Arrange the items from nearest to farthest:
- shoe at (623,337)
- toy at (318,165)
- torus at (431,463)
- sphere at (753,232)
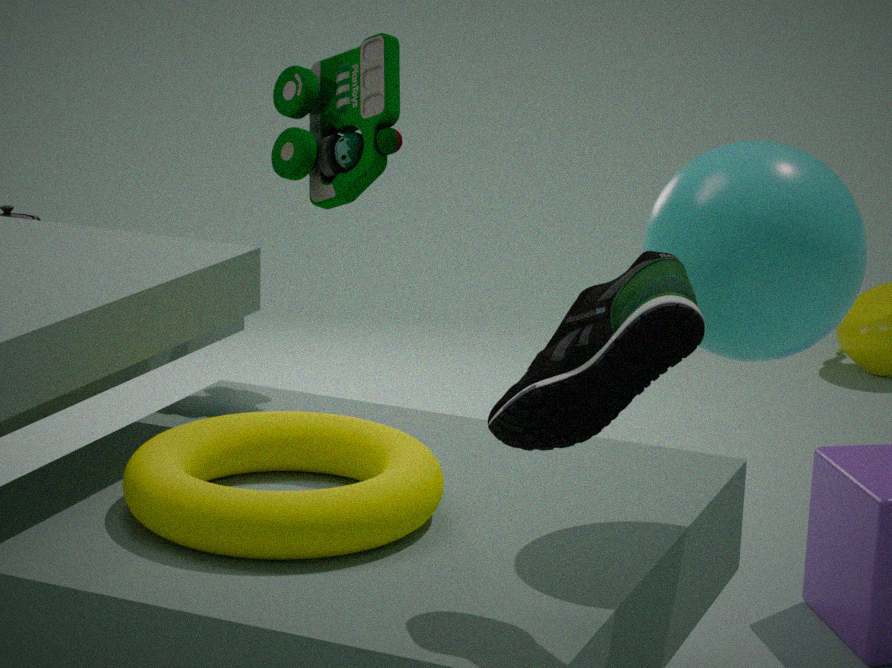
shoe at (623,337), sphere at (753,232), torus at (431,463), toy at (318,165)
